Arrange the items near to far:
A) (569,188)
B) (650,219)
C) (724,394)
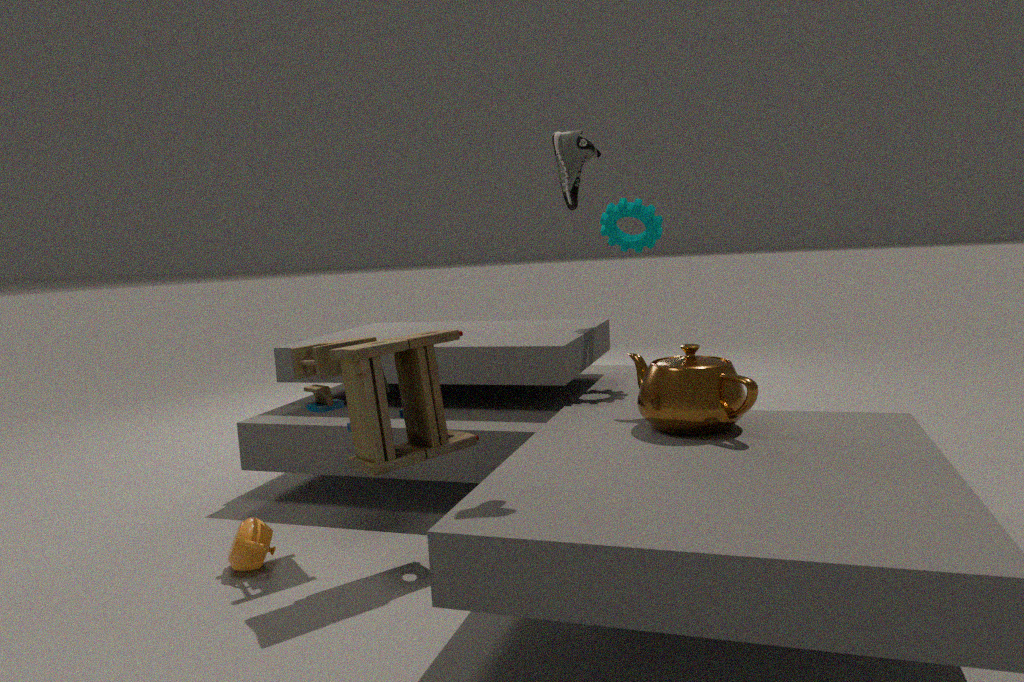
1. (569,188)
2. (724,394)
3. (650,219)
